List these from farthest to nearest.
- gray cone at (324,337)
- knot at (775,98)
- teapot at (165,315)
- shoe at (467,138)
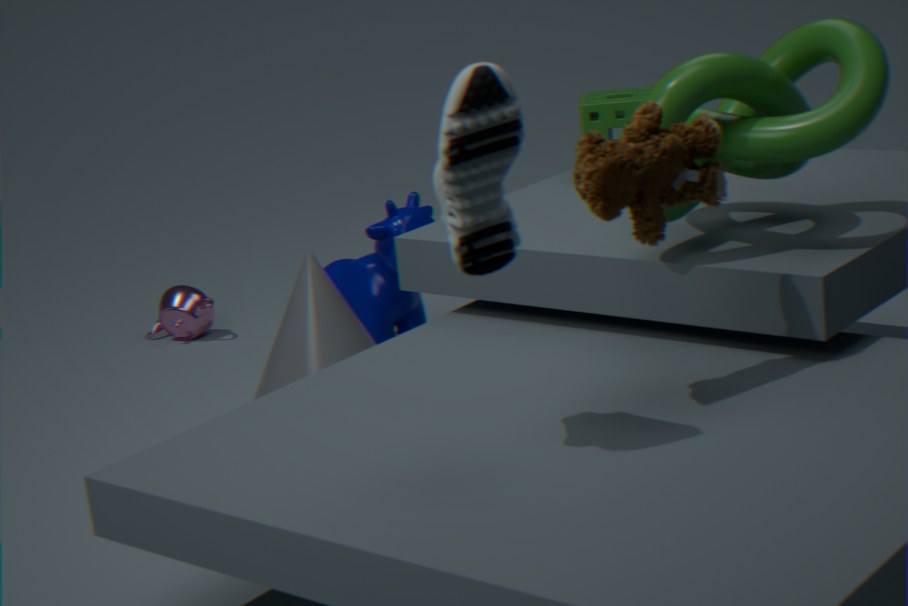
teapot at (165,315)
gray cone at (324,337)
knot at (775,98)
shoe at (467,138)
